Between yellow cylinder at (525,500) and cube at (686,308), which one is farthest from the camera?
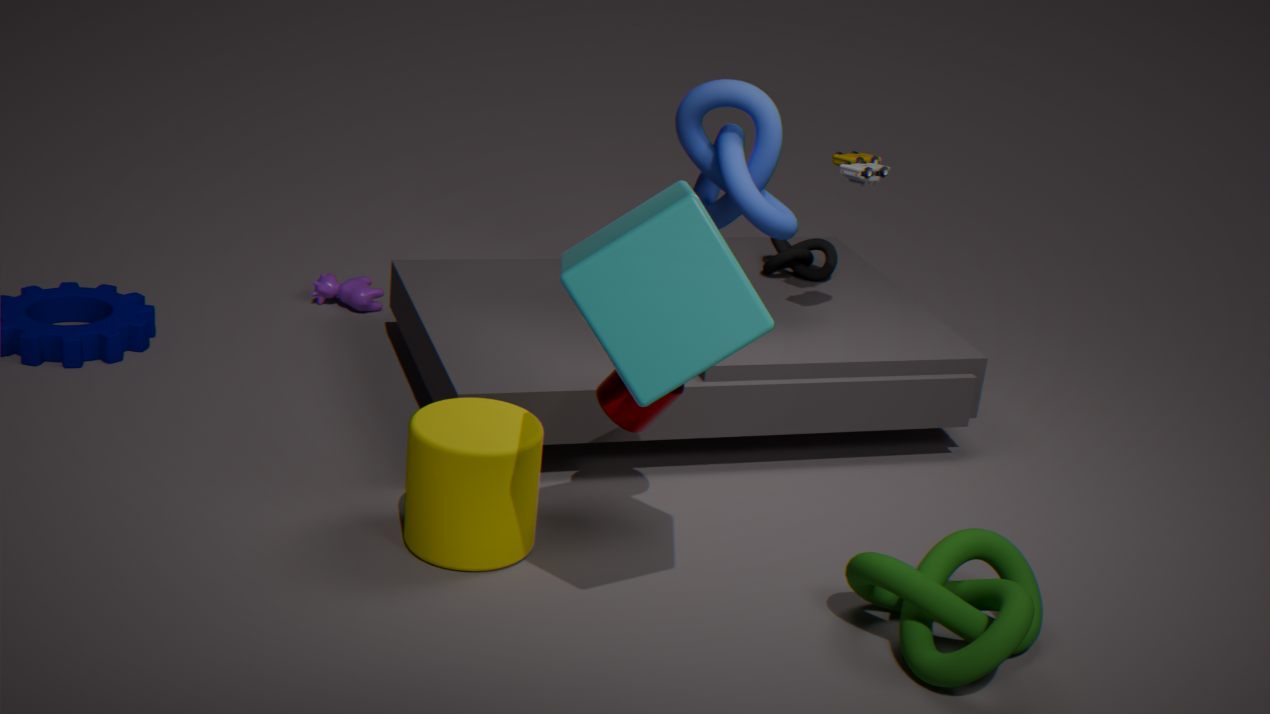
yellow cylinder at (525,500)
